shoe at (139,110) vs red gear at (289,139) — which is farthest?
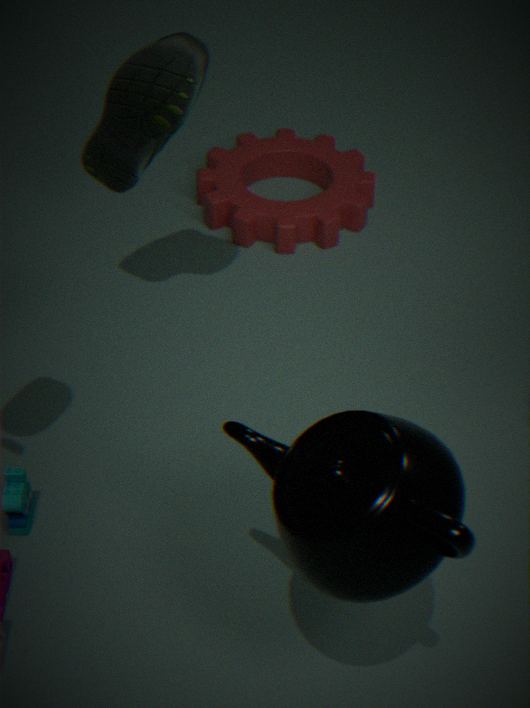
red gear at (289,139)
